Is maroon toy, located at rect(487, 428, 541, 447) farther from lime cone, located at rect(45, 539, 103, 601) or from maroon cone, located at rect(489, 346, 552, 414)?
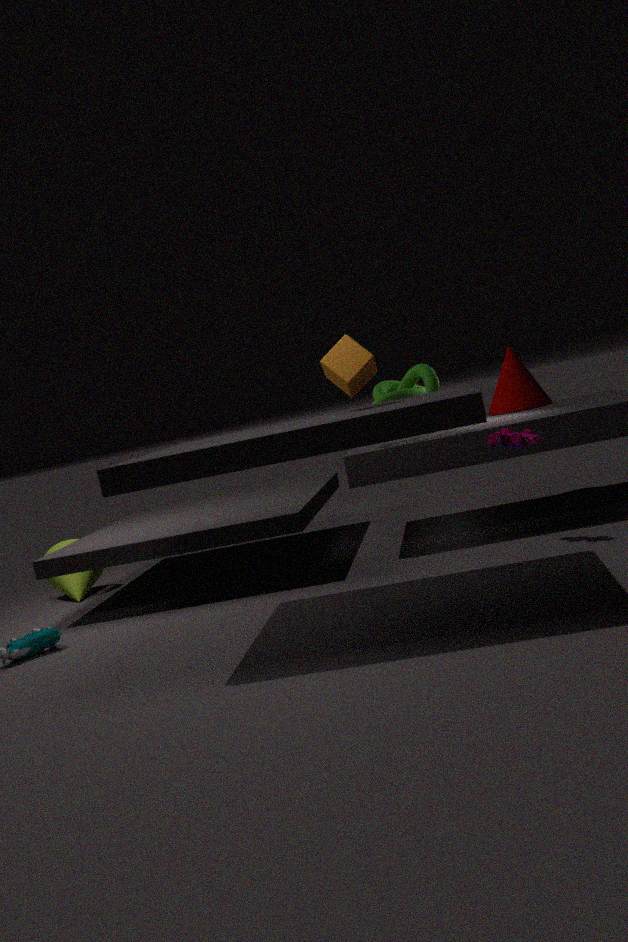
lime cone, located at rect(45, 539, 103, 601)
